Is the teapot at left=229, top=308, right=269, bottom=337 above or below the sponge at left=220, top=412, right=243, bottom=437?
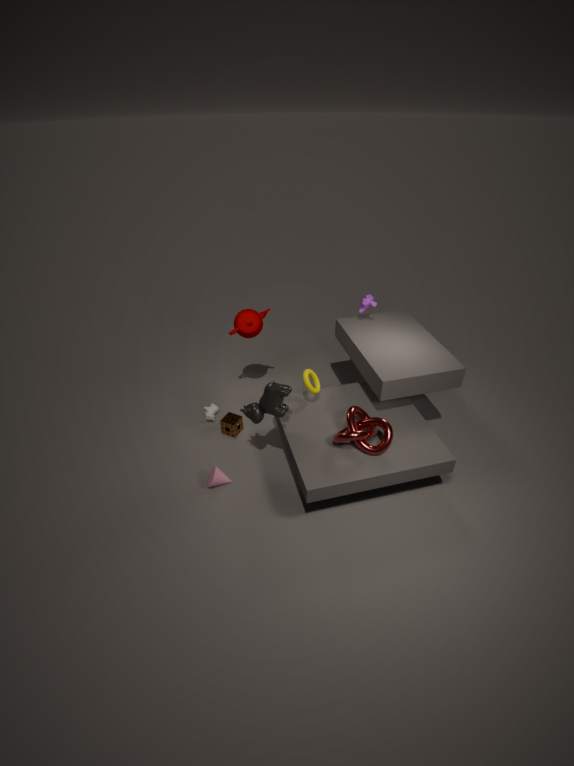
above
